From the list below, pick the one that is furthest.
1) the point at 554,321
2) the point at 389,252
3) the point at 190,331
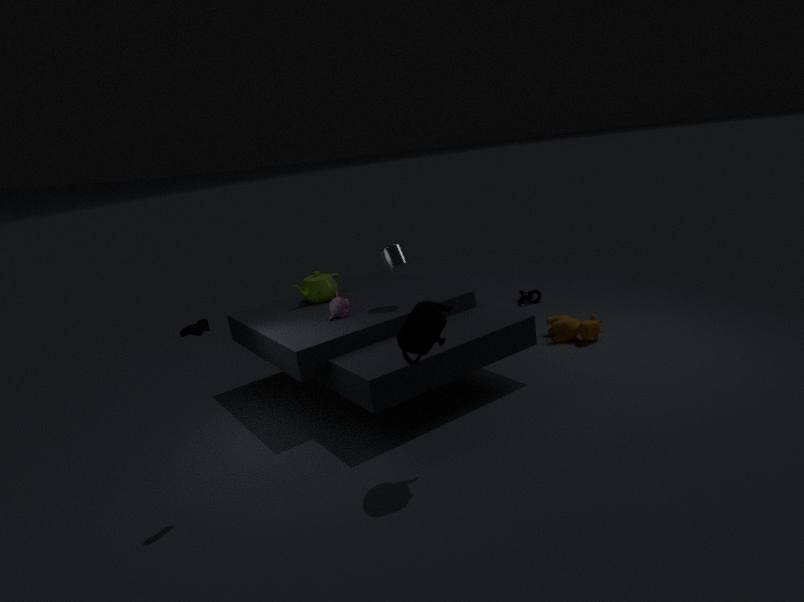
1. the point at 554,321
